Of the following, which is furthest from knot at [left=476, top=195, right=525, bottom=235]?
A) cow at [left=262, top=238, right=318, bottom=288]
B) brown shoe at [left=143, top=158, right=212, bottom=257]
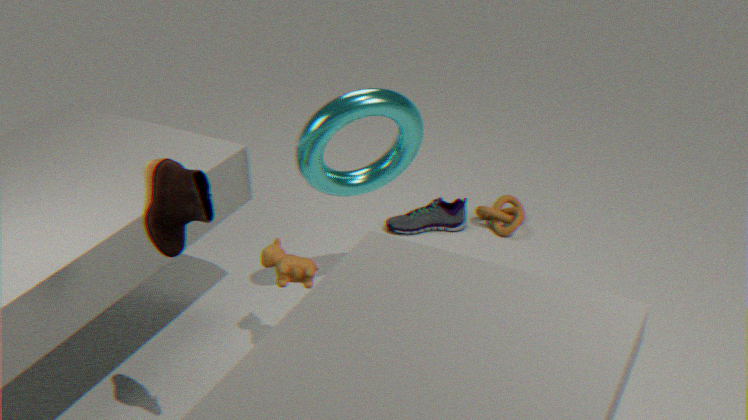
brown shoe at [left=143, top=158, right=212, bottom=257]
